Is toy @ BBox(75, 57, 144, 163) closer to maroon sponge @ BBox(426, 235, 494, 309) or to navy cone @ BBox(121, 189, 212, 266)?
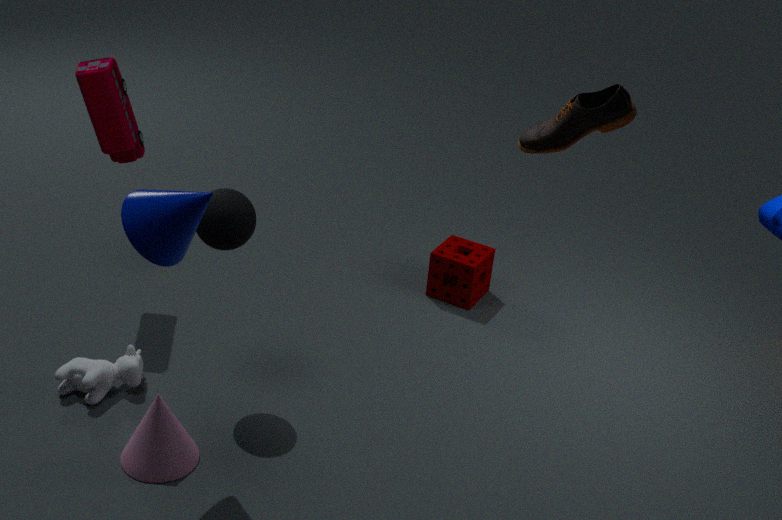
navy cone @ BBox(121, 189, 212, 266)
